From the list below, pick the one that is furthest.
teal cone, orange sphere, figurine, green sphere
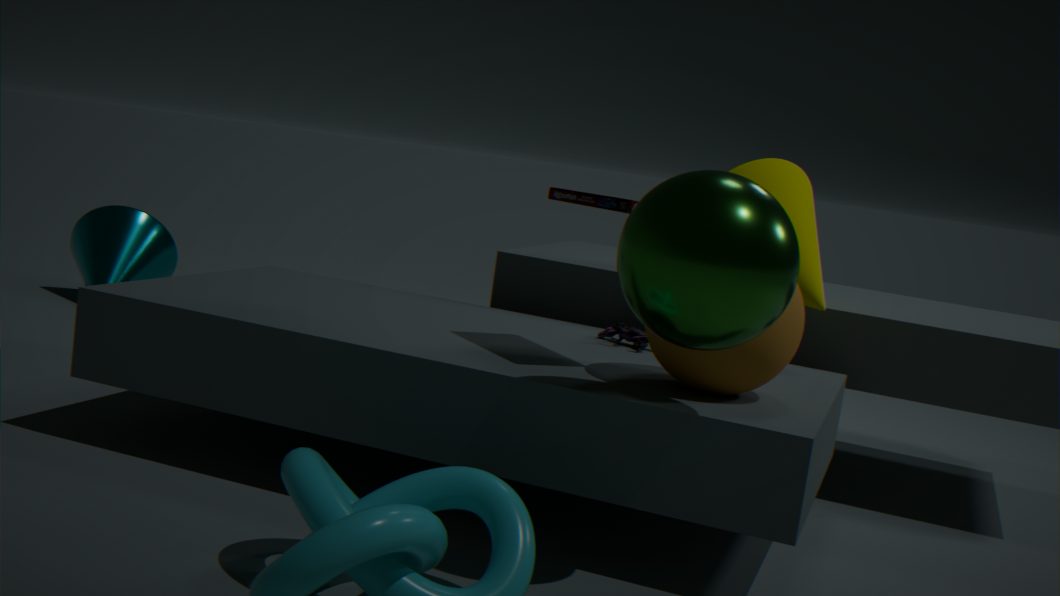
teal cone
